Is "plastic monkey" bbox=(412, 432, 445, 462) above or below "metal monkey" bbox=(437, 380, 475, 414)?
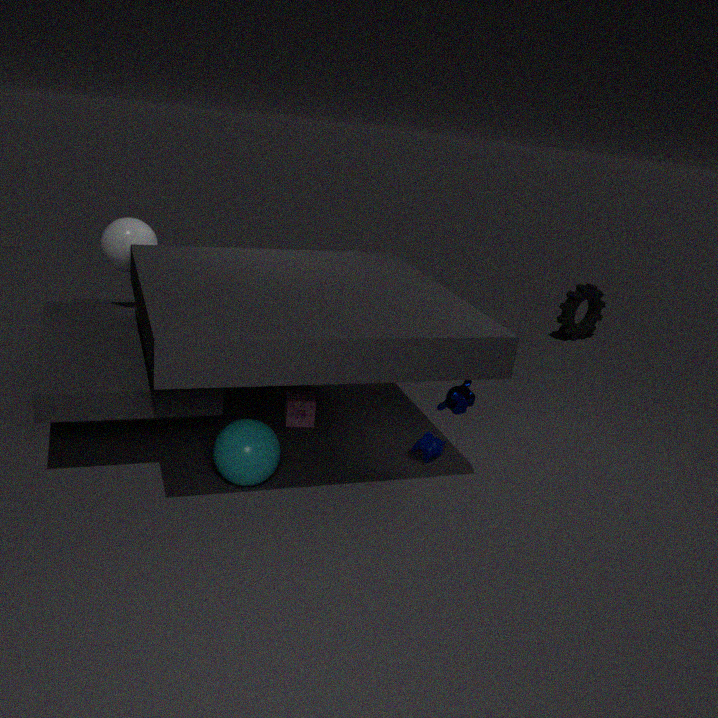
below
